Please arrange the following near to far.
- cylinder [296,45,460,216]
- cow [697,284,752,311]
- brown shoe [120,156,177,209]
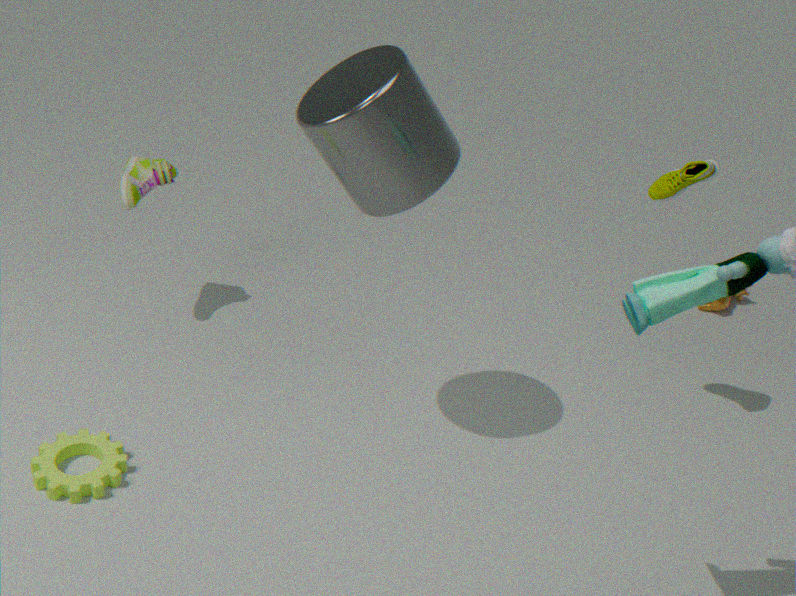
cylinder [296,45,460,216]
brown shoe [120,156,177,209]
cow [697,284,752,311]
